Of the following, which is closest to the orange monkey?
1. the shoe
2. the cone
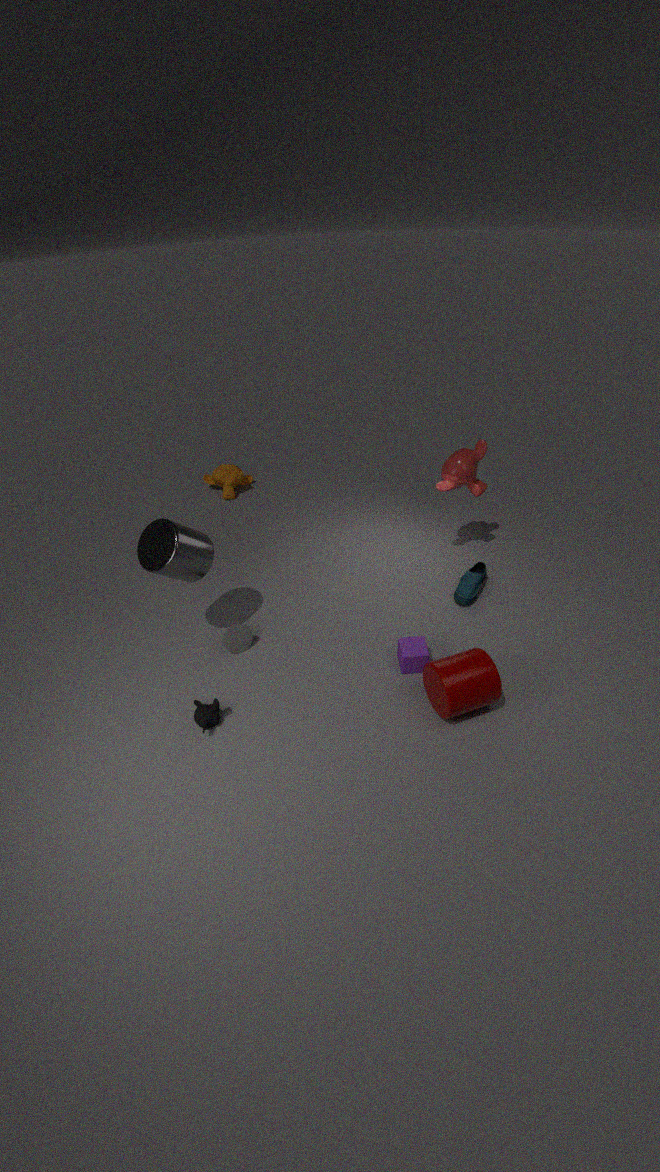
the cone
